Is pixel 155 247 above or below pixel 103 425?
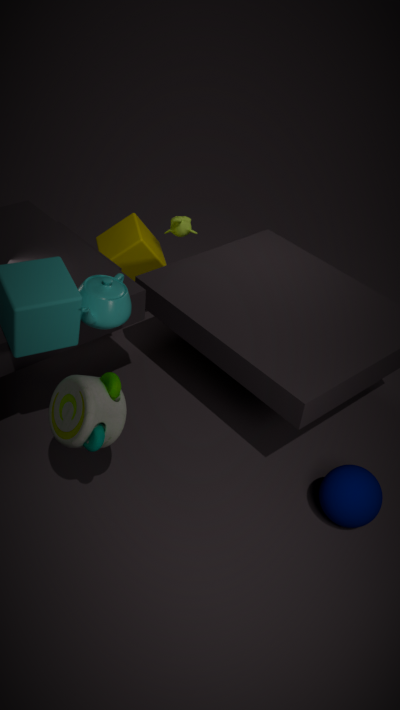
below
